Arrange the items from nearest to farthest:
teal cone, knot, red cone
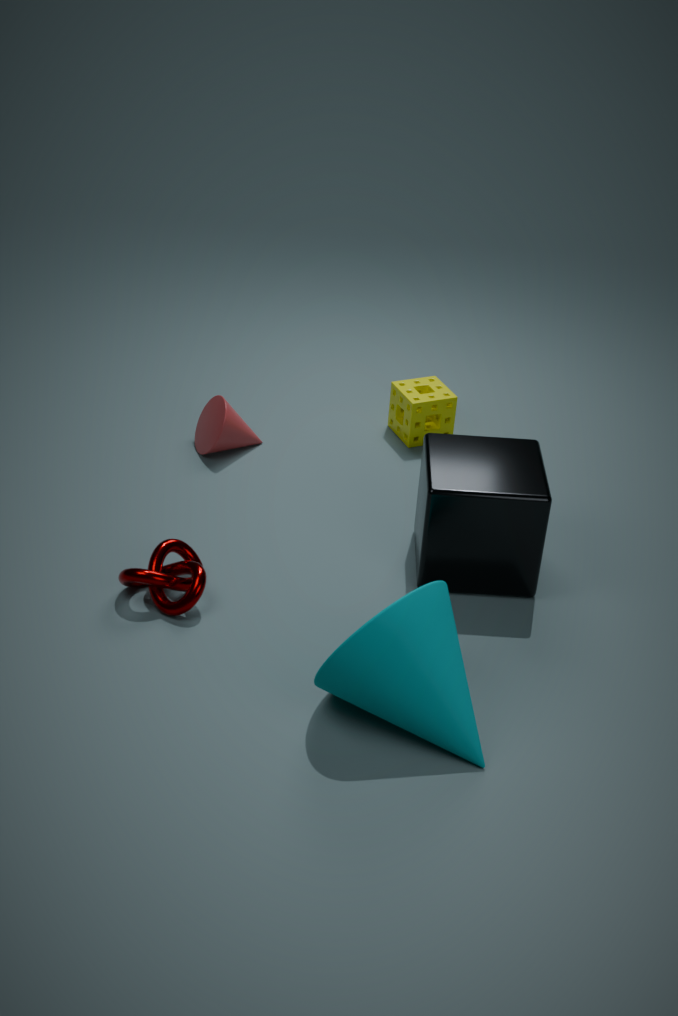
teal cone, knot, red cone
